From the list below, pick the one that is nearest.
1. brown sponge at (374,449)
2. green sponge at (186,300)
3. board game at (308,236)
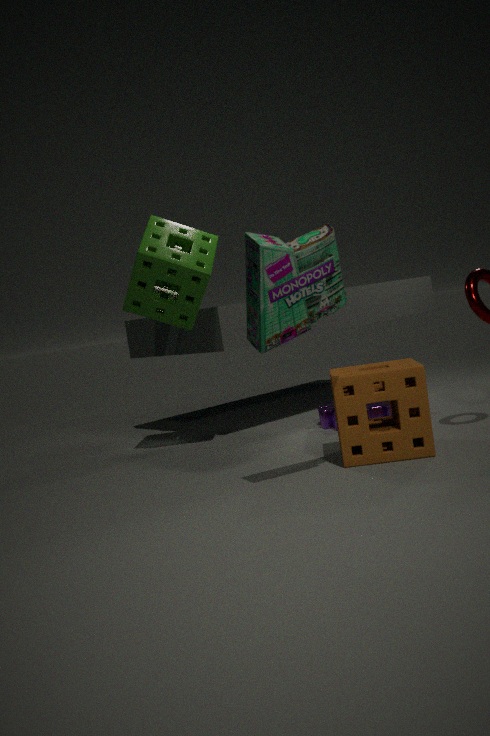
board game at (308,236)
